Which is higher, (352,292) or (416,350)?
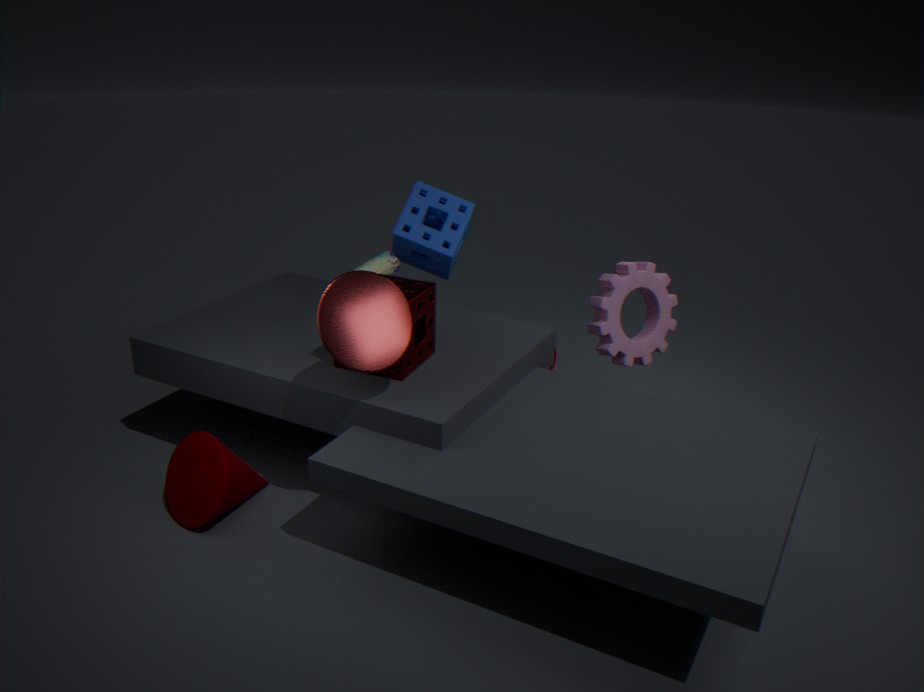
(352,292)
